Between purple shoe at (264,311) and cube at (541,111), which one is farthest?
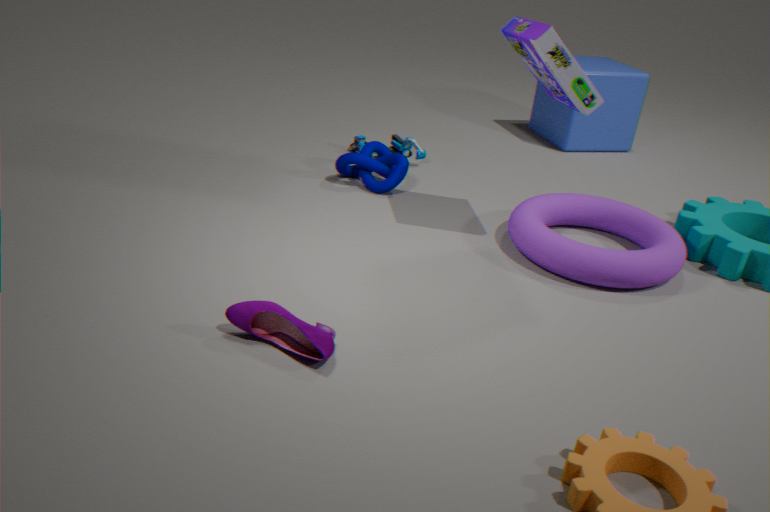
cube at (541,111)
